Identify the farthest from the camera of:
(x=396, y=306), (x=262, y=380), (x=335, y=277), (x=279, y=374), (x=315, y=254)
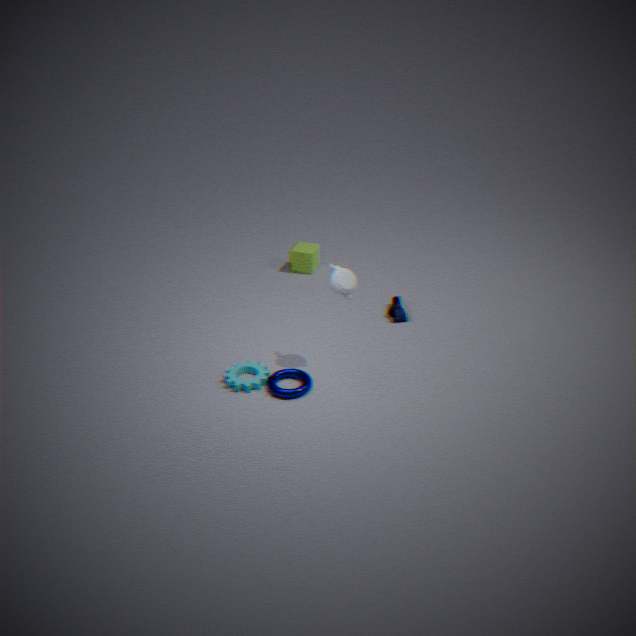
(x=315, y=254)
